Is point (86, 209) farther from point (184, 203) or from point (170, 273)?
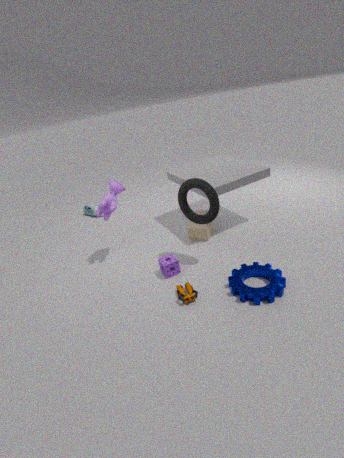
point (184, 203)
